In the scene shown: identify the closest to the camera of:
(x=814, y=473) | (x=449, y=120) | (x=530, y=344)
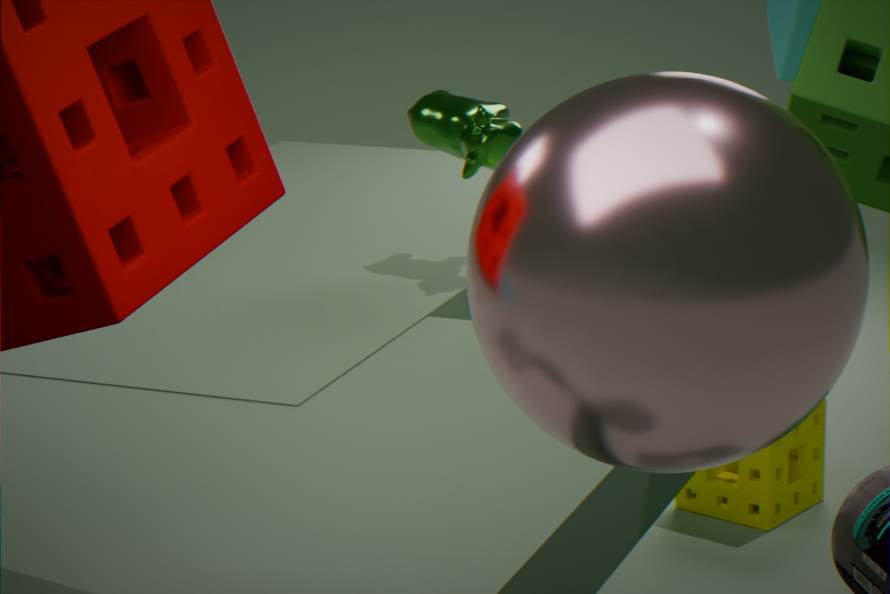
(x=530, y=344)
